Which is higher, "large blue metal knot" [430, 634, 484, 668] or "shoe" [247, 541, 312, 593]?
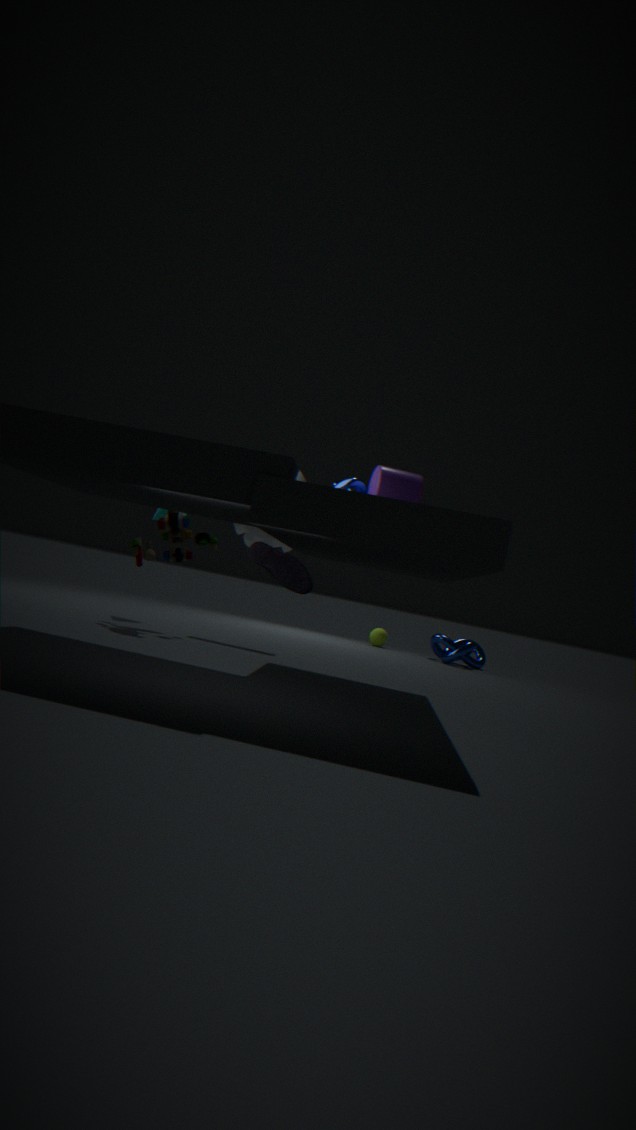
"shoe" [247, 541, 312, 593]
